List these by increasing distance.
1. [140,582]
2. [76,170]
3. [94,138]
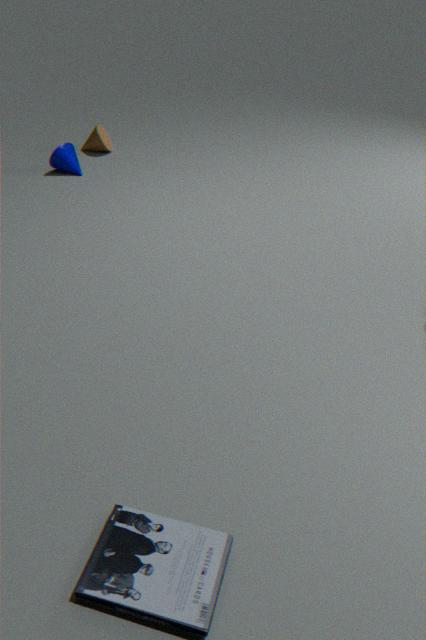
1. [140,582]
2. [76,170]
3. [94,138]
